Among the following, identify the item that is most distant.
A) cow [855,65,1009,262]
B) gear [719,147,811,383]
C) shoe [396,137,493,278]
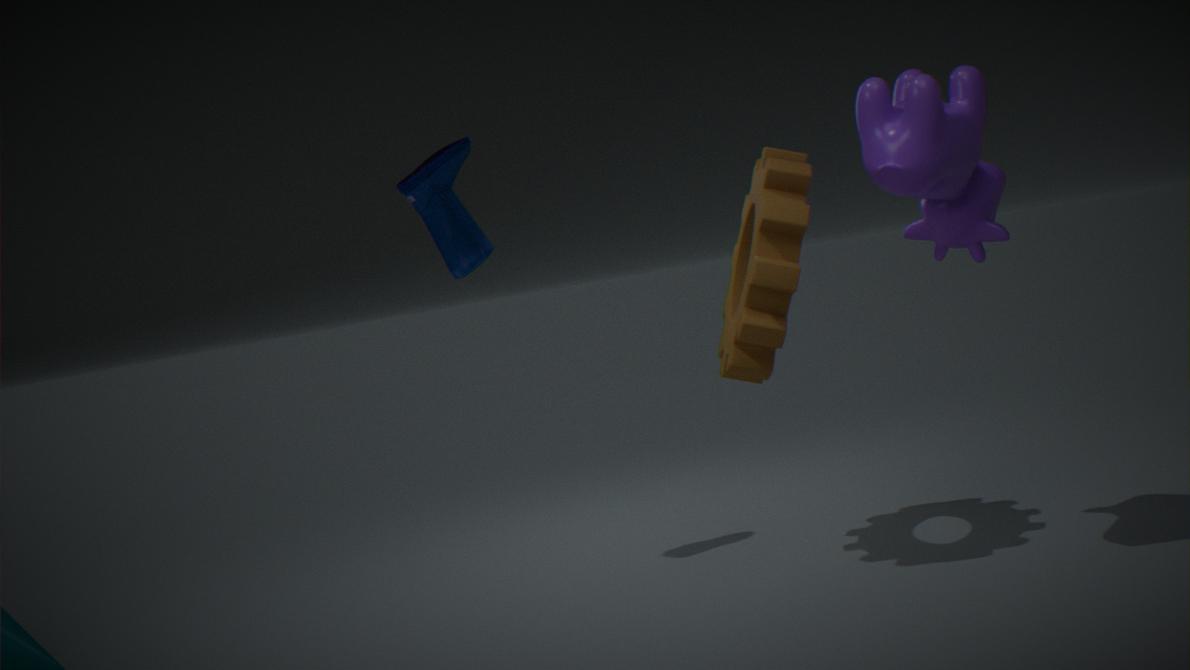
shoe [396,137,493,278]
